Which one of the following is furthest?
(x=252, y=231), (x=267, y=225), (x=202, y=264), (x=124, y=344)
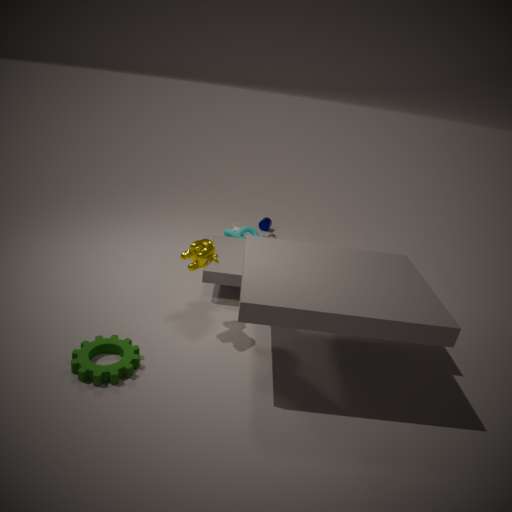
(x=267, y=225)
